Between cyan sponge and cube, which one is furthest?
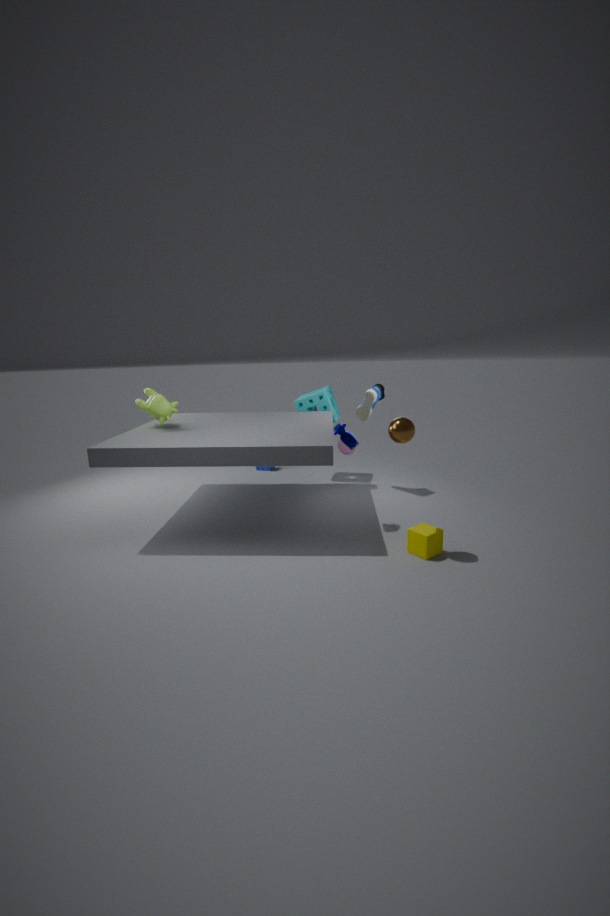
cyan sponge
